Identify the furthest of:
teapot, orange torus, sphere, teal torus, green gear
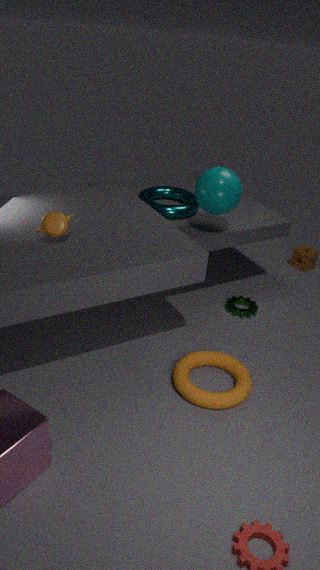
green gear
